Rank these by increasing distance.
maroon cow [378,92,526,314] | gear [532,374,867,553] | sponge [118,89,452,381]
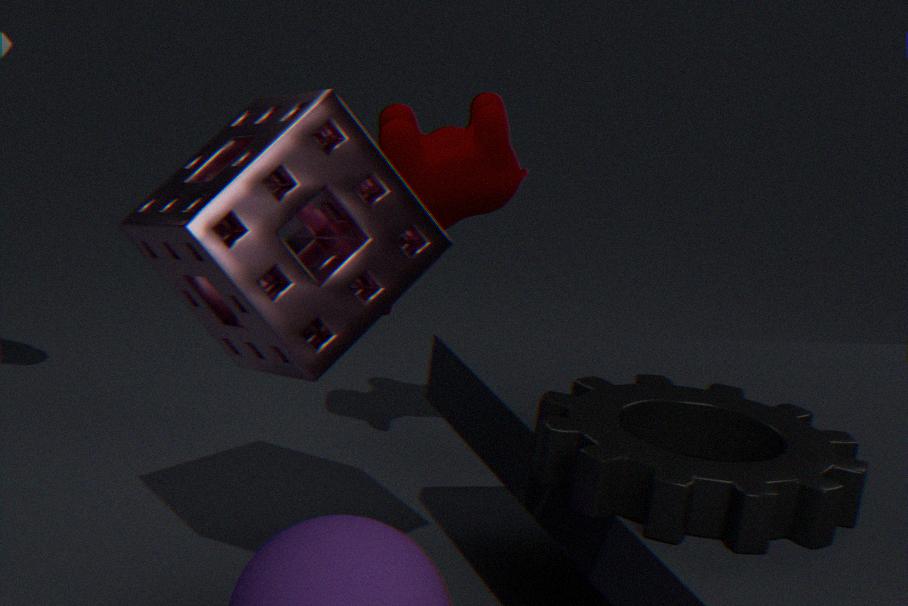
gear [532,374,867,553]
sponge [118,89,452,381]
maroon cow [378,92,526,314]
